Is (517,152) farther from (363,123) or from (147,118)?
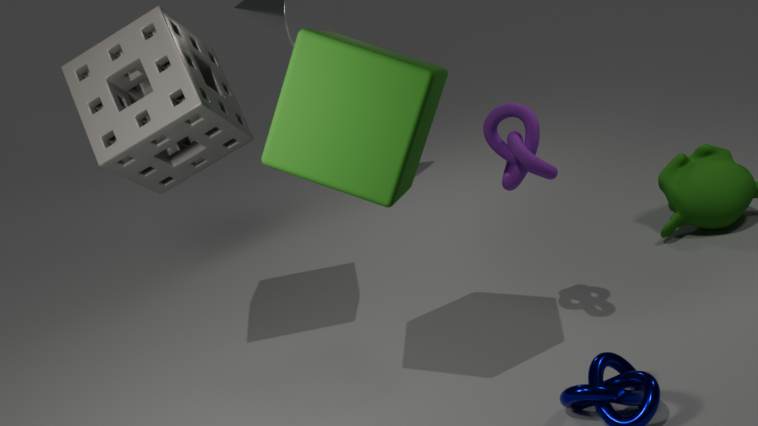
(147,118)
